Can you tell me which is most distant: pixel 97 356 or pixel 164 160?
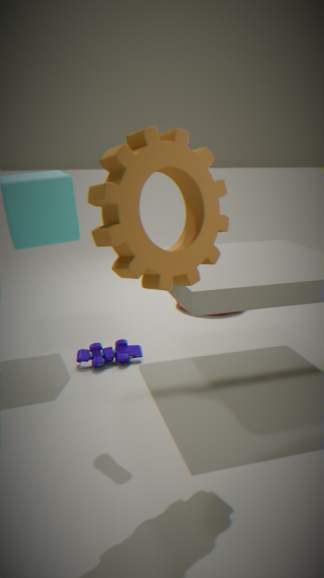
pixel 97 356
